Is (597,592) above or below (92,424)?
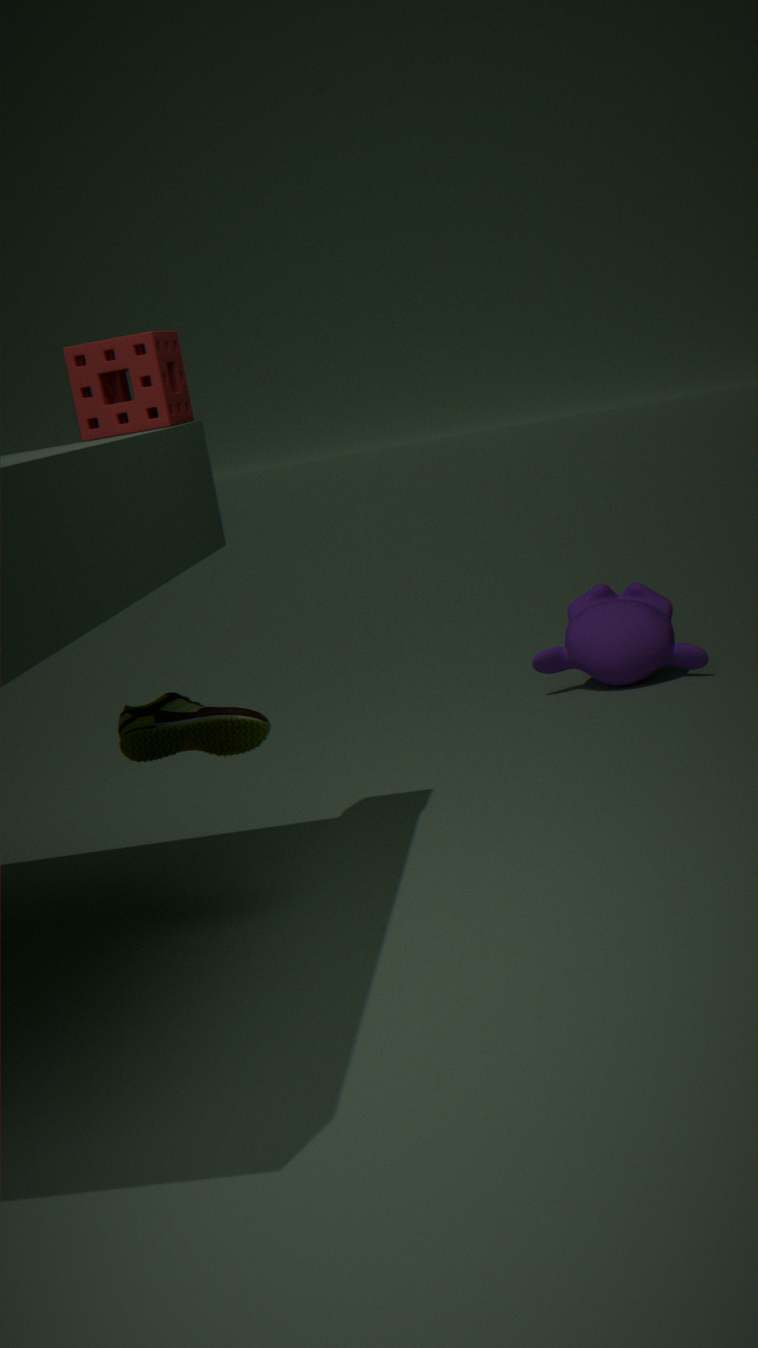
below
